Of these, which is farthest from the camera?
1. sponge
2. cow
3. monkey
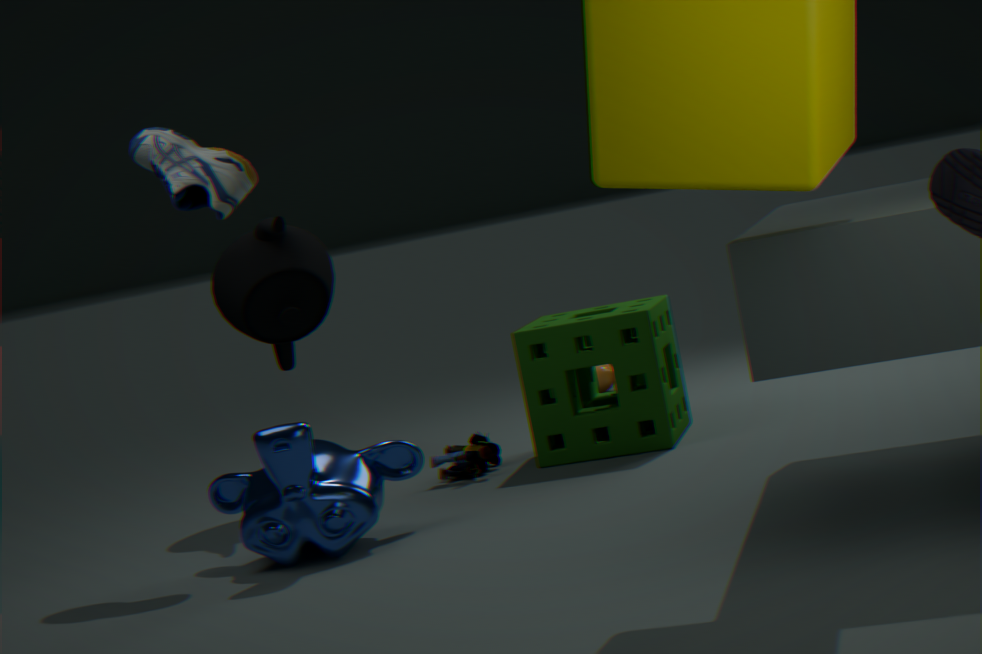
cow
